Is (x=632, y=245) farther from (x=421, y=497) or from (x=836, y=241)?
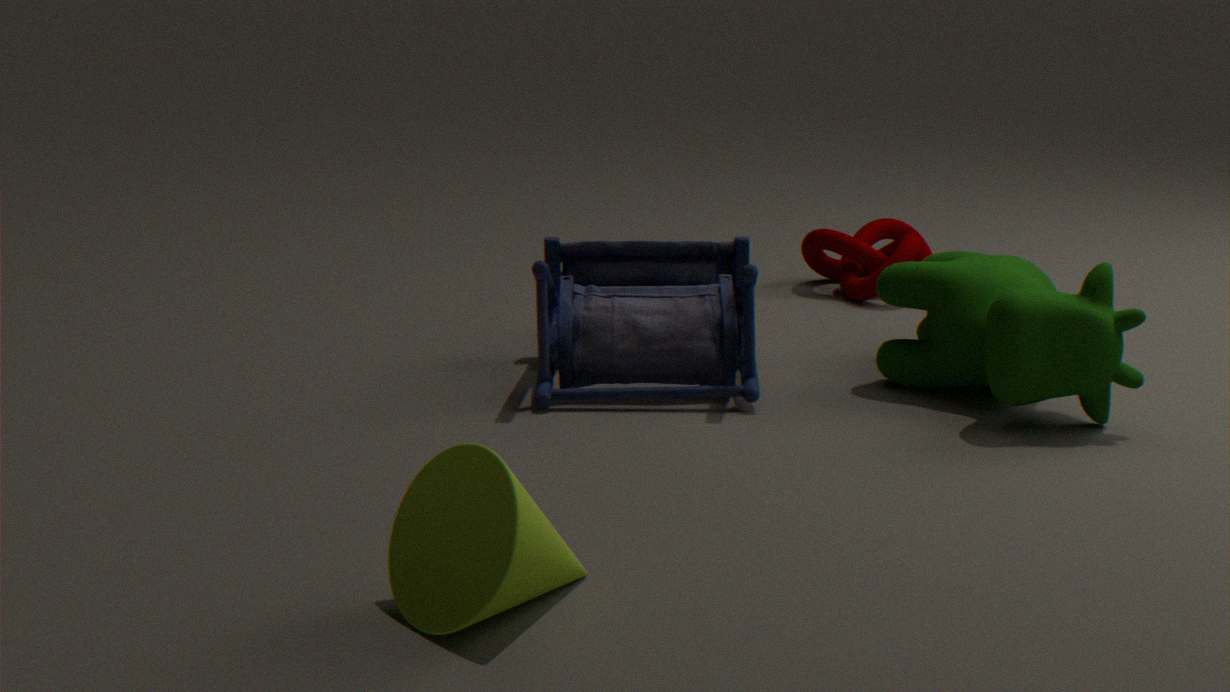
(x=421, y=497)
